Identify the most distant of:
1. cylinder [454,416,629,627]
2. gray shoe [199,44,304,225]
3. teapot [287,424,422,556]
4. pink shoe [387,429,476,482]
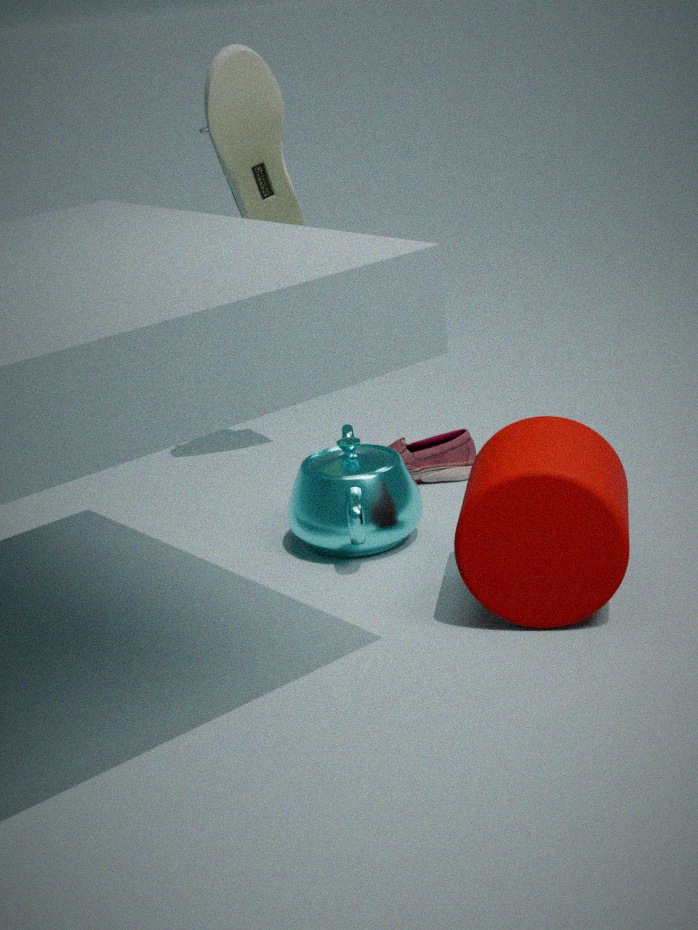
pink shoe [387,429,476,482]
